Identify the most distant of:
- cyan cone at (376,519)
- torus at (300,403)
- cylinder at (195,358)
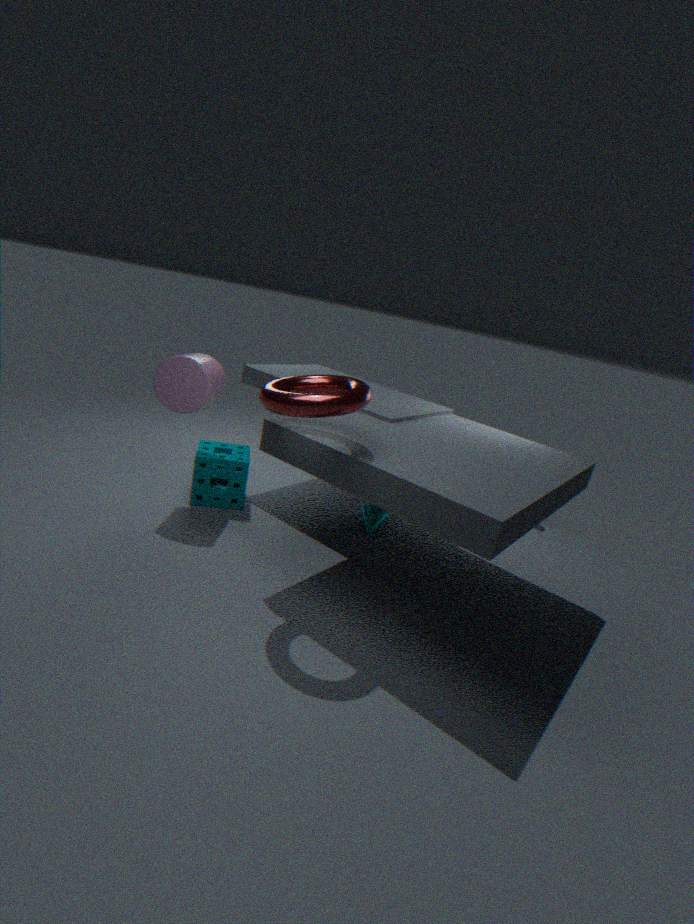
cyan cone at (376,519)
